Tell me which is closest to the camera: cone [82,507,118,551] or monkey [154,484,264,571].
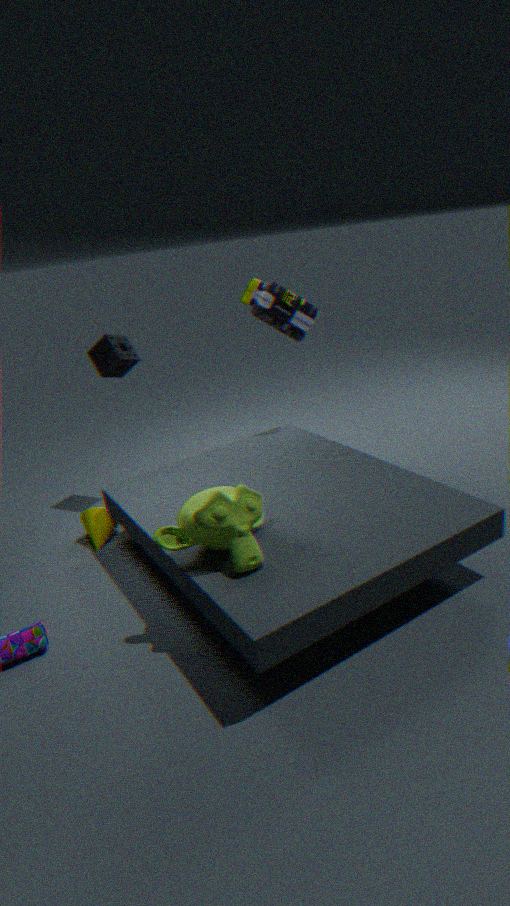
monkey [154,484,264,571]
